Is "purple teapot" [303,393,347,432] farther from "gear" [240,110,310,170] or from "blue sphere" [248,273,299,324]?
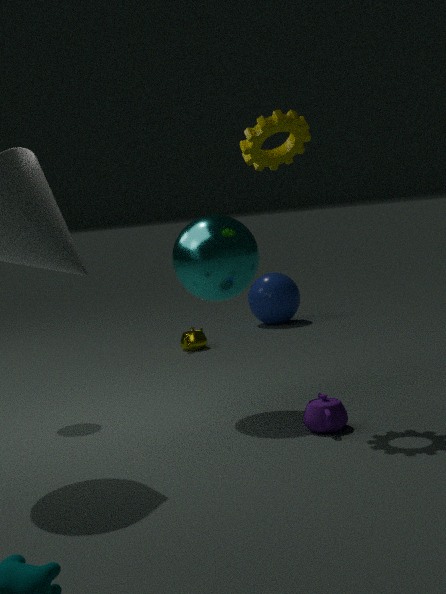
"blue sphere" [248,273,299,324]
